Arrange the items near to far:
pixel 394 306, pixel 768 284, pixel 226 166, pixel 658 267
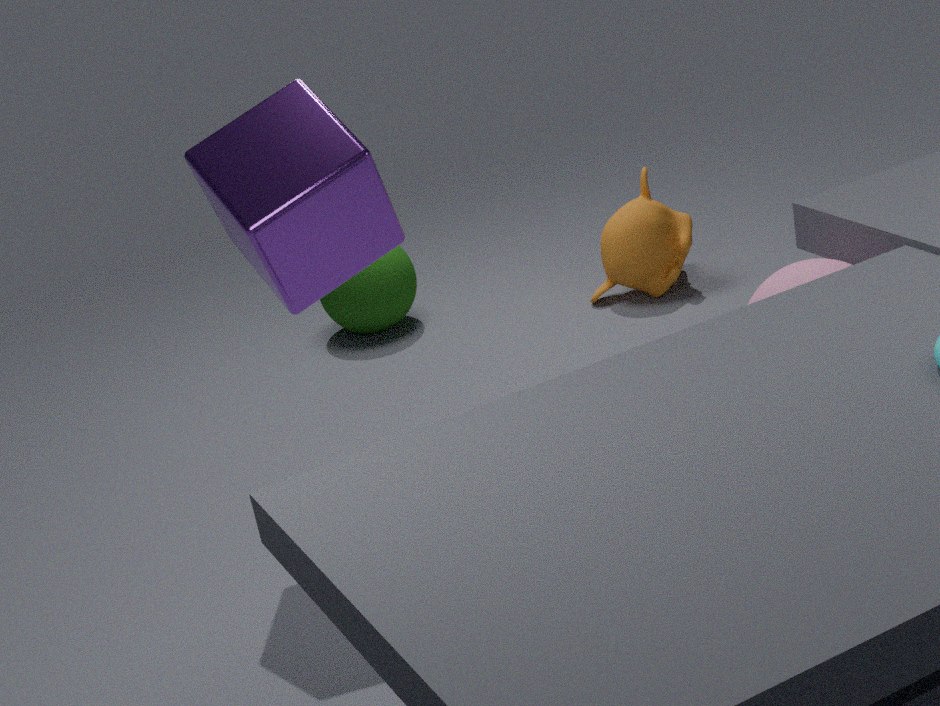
pixel 768 284 → pixel 226 166 → pixel 658 267 → pixel 394 306
